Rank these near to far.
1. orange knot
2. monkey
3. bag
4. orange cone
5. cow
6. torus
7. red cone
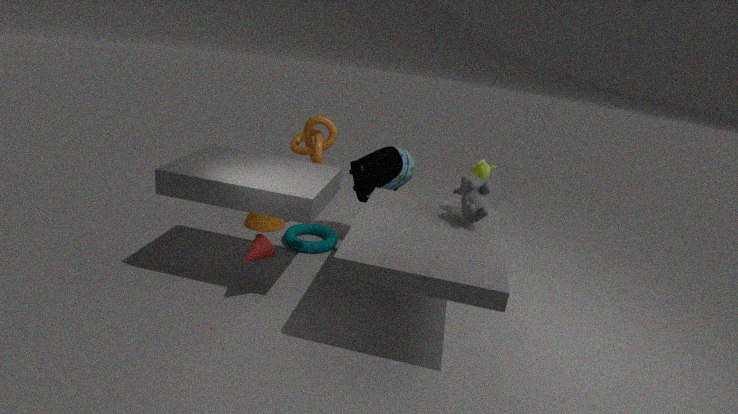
1. red cone
2. cow
3. monkey
4. bag
5. torus
6. orange knot
7. orange cone
